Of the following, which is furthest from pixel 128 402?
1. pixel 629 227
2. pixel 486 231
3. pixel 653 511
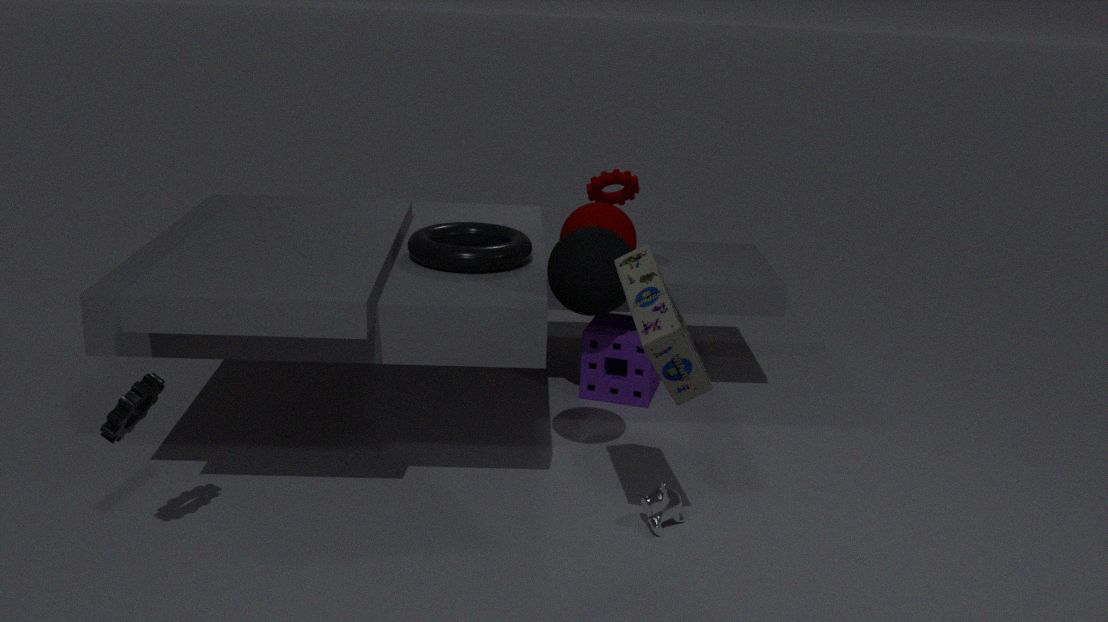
pixel 629 227
